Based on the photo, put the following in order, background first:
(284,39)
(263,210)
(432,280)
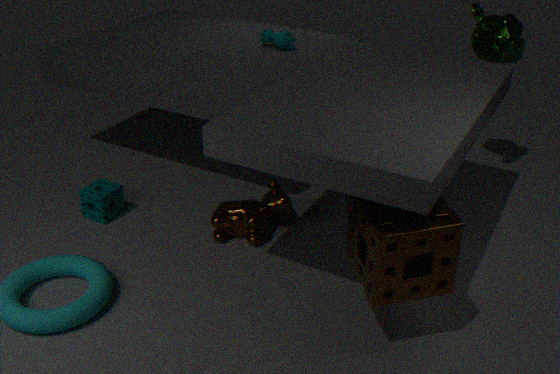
(284,39) → (263,210) → (432,280)
